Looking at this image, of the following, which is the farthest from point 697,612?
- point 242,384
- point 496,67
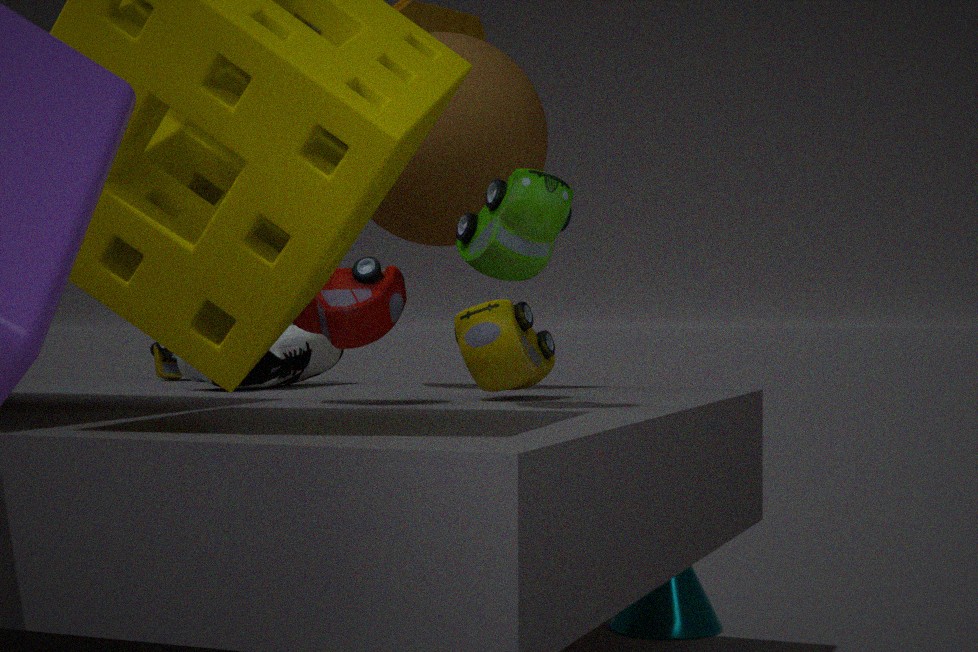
point 496,67
